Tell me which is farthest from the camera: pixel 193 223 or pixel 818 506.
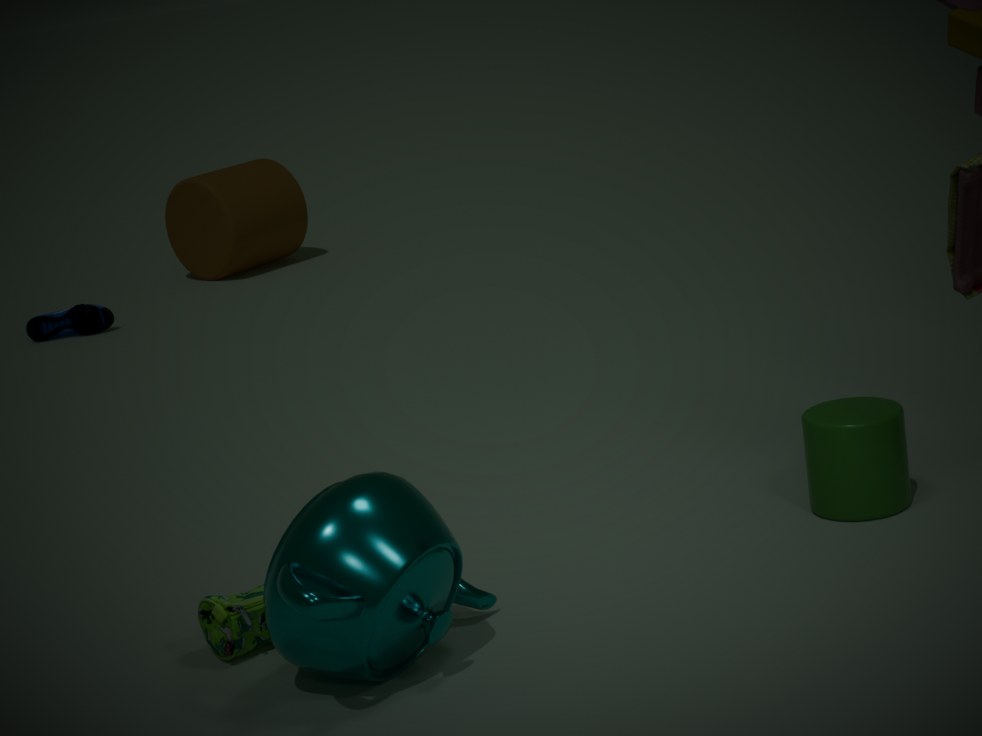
pixel 193 223
